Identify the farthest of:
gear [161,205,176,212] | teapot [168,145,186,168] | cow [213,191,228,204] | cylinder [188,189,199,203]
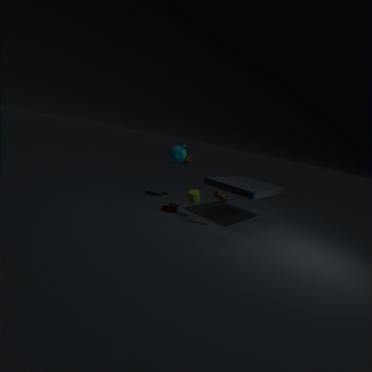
teapot [168,145,186,168]
